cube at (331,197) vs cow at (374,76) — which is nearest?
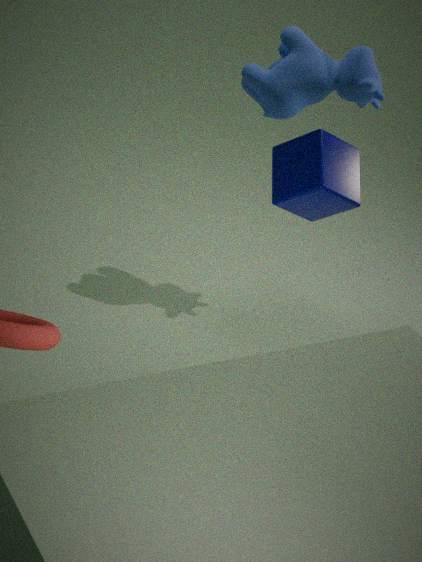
cube at (331,197)
